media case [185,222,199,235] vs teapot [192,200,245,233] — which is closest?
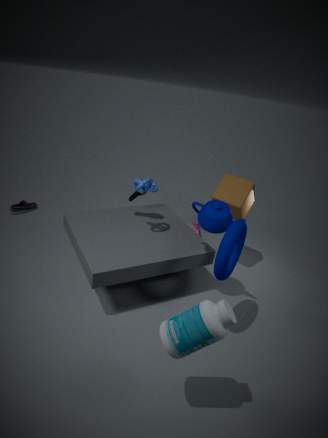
teapot [192,200,245,233]
